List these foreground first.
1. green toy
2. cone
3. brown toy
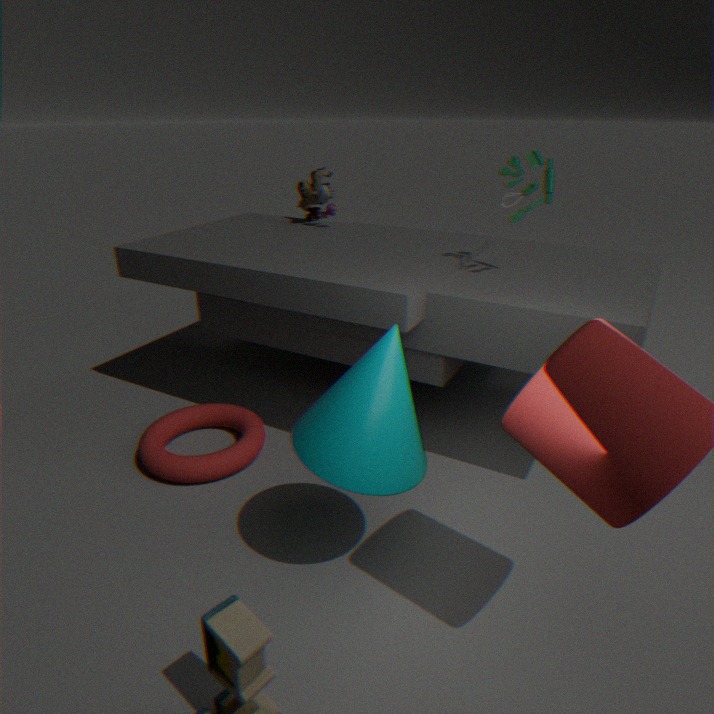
cone < green toy < brown toy
